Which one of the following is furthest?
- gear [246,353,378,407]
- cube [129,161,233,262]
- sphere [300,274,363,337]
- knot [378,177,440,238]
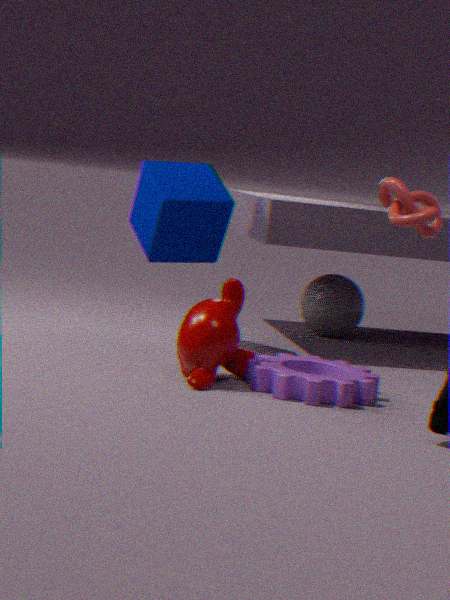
sphere [300,274,363,337]
